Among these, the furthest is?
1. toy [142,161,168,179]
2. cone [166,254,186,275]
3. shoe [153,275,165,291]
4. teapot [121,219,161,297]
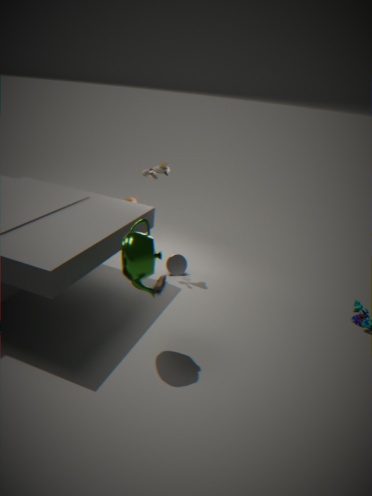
cone [166,254,186,275]
